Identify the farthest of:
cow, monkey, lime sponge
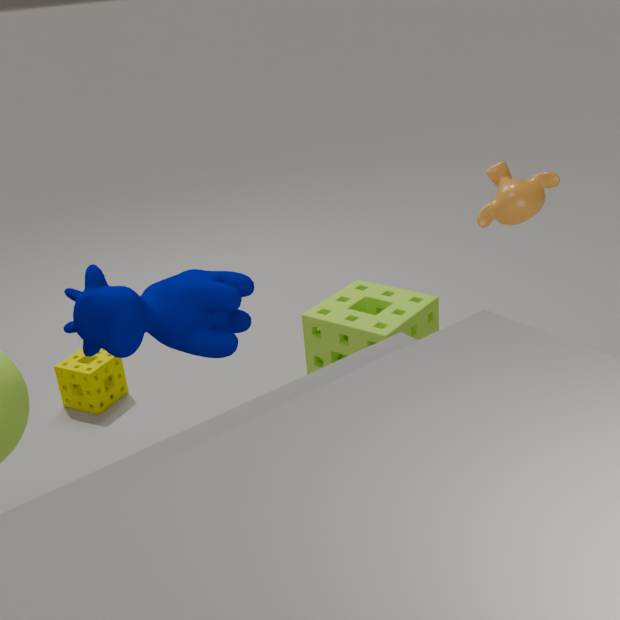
lime sponge
